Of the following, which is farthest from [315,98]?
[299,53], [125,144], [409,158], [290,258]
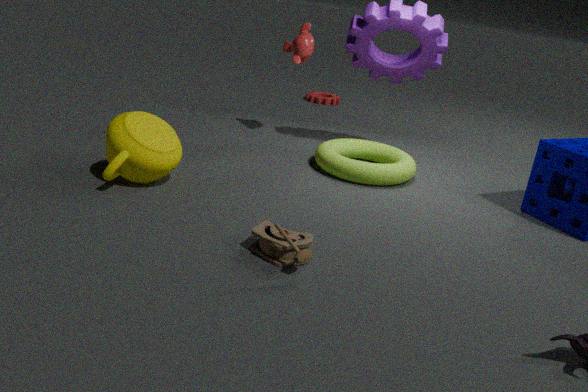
[290,258]
